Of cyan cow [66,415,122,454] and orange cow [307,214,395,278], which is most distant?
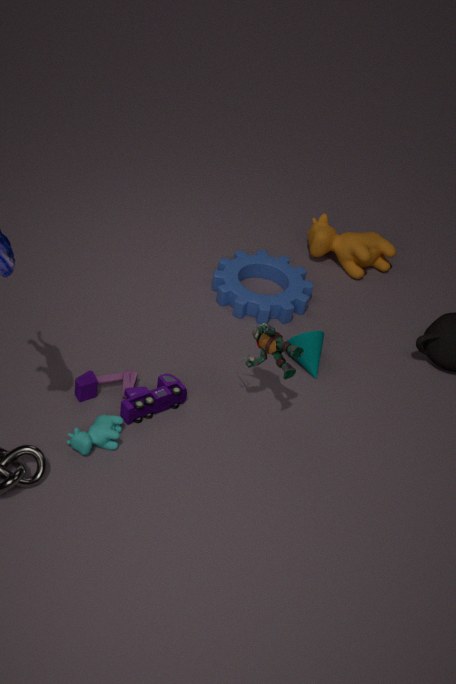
orange cow [307,214,395,278]
